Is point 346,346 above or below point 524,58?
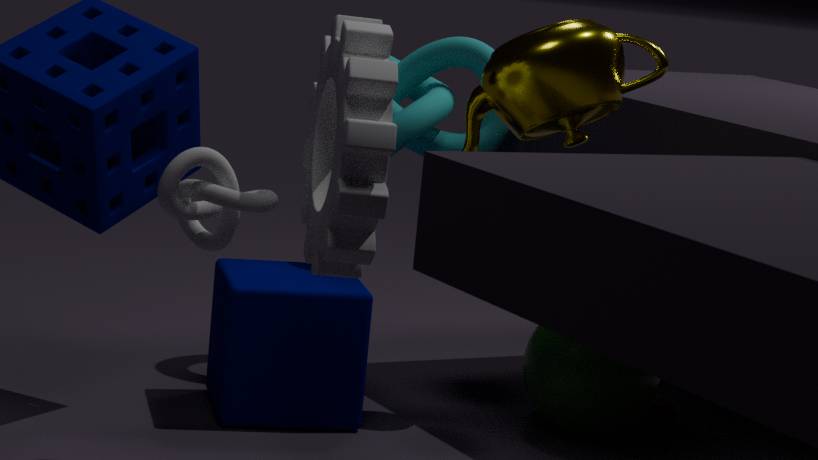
Answer: below
